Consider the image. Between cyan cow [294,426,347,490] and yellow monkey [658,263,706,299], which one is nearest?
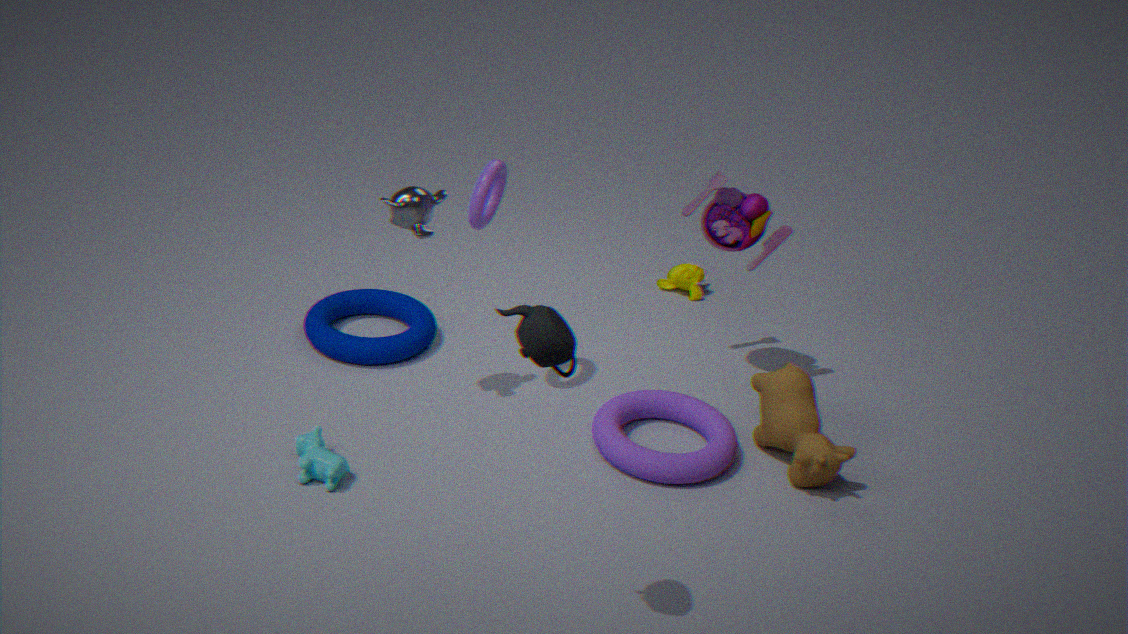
cyan cow [294,426,347,490]
